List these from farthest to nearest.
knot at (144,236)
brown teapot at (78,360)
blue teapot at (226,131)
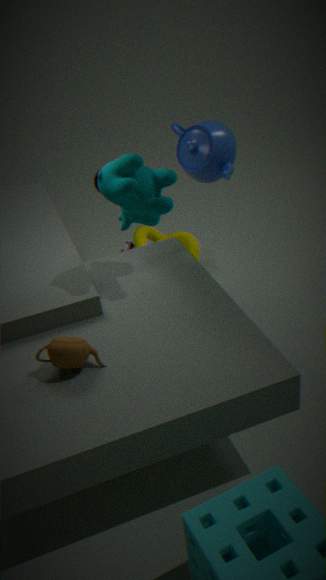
knot at (144,236) → blue teapot at (226,131) → brown teapot at (78,360)
